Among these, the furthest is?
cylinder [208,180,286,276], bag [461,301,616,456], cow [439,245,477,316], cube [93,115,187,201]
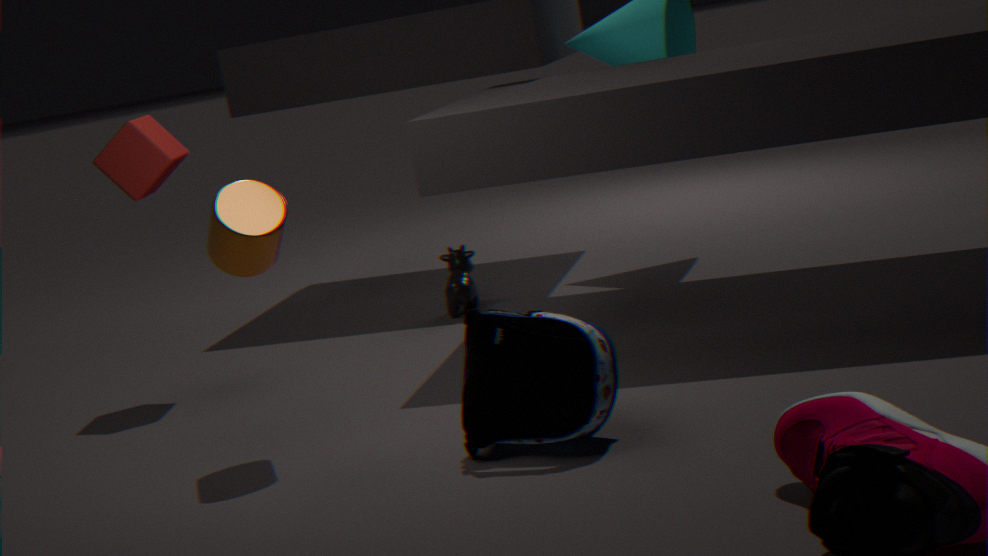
cow [439,245,477,316]
